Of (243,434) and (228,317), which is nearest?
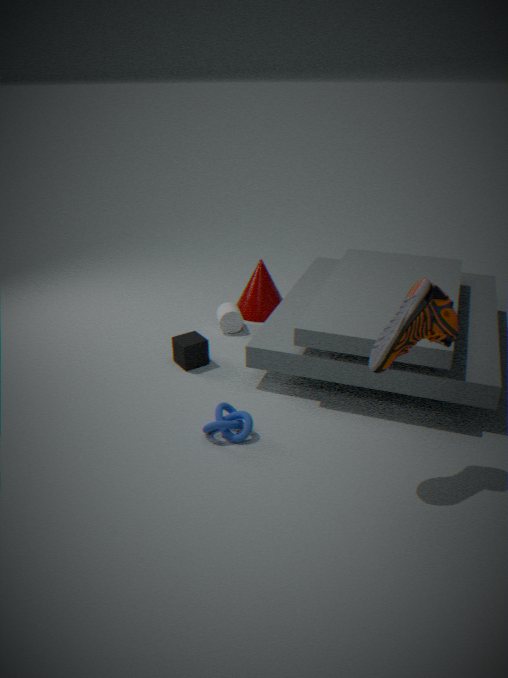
(243,434)
